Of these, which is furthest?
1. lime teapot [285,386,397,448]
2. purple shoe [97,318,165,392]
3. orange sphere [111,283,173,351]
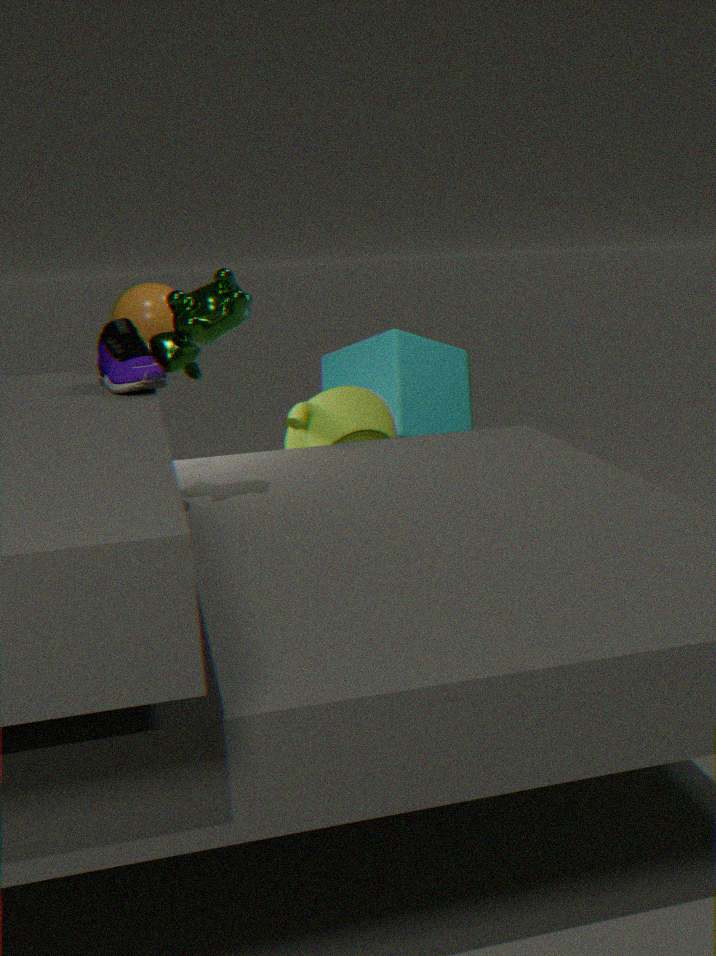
lime teapot [285,386,397,448]
